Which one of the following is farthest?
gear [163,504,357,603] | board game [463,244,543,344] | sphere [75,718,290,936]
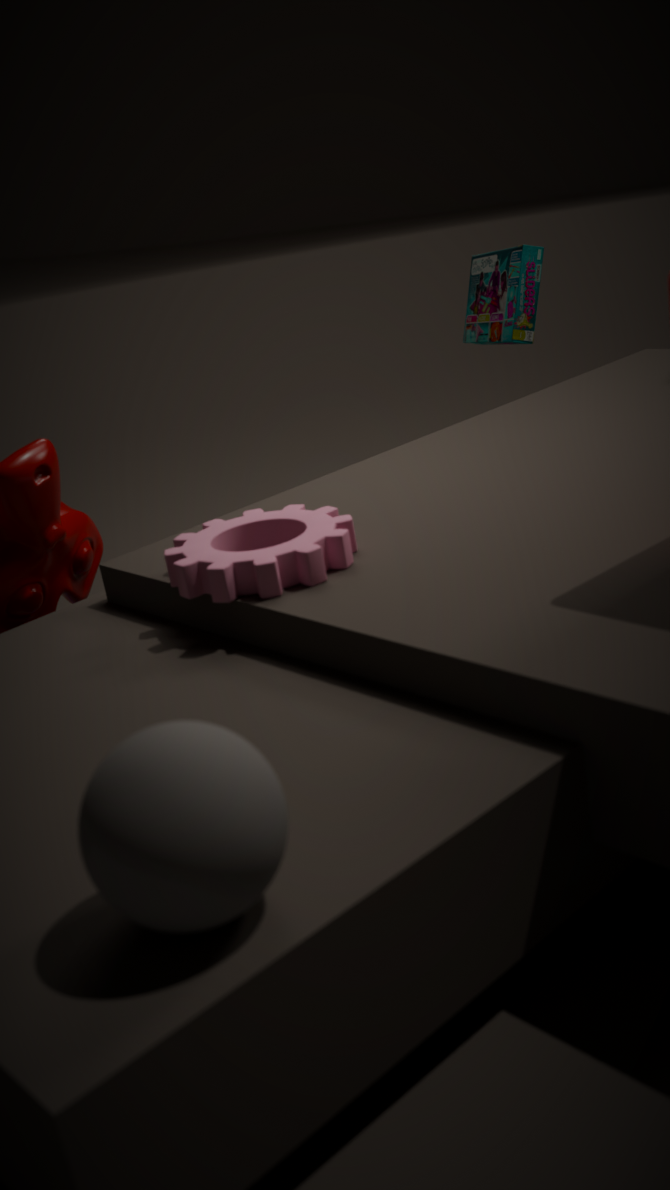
board game [463,244,543,344]
